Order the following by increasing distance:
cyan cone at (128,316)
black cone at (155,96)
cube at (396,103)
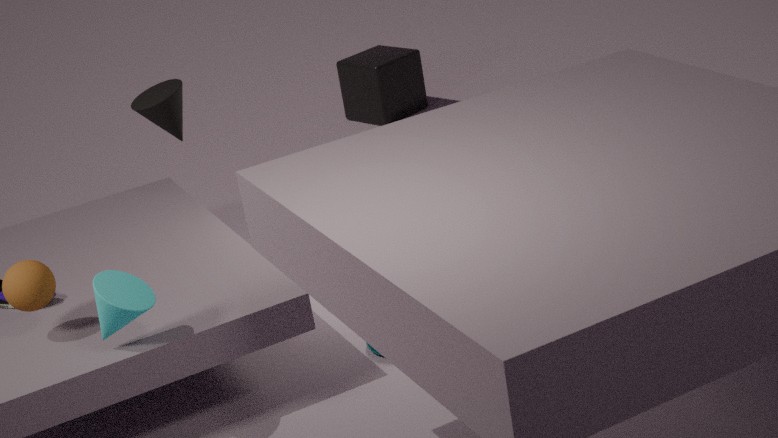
1. cyan cone at (128,316)
2. black cone at (155,96)
3. cube at (396,103)
